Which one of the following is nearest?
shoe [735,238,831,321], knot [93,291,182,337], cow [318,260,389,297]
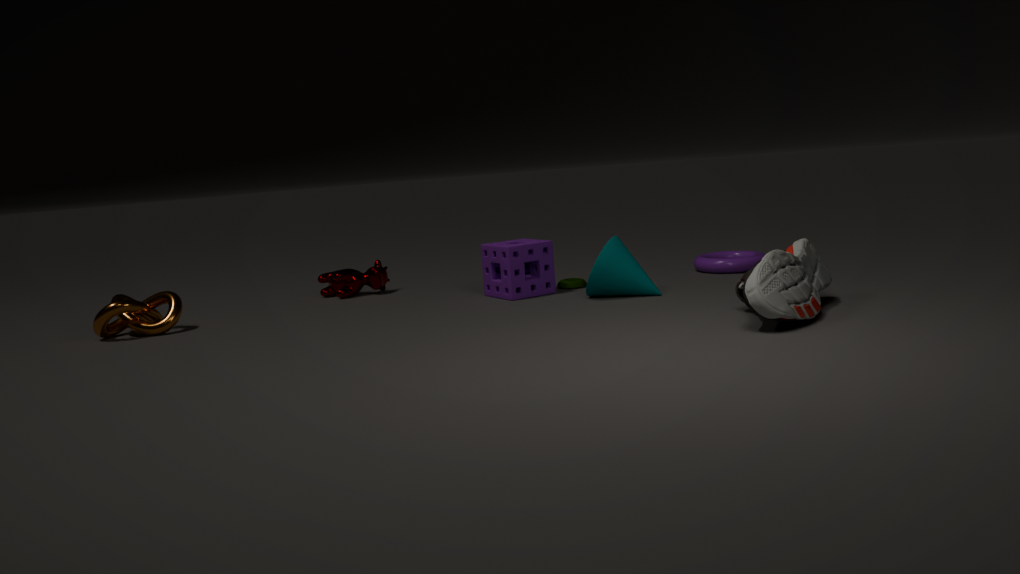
shoe [735,238,831,321]
